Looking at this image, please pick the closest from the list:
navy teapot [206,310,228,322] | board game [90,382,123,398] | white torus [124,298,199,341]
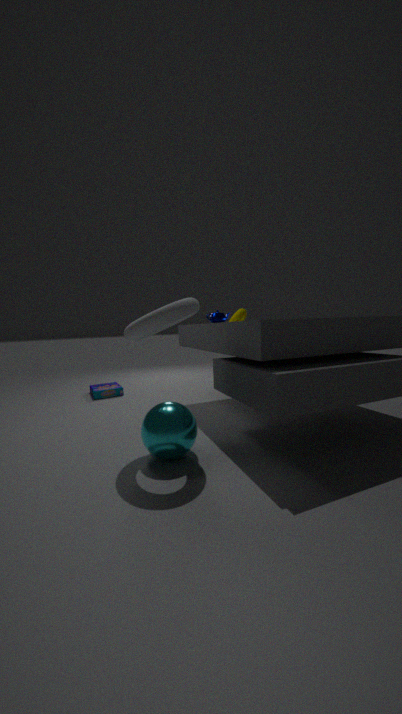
white torus [124,298,199,341]
